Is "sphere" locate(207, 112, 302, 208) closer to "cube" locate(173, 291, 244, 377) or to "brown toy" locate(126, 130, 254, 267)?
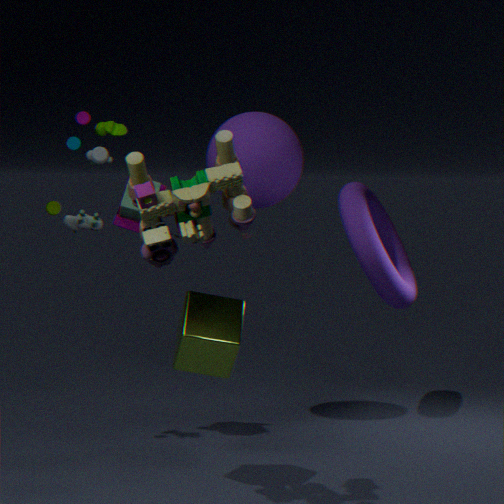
"cube" locate(173, 291, 244, 377)
